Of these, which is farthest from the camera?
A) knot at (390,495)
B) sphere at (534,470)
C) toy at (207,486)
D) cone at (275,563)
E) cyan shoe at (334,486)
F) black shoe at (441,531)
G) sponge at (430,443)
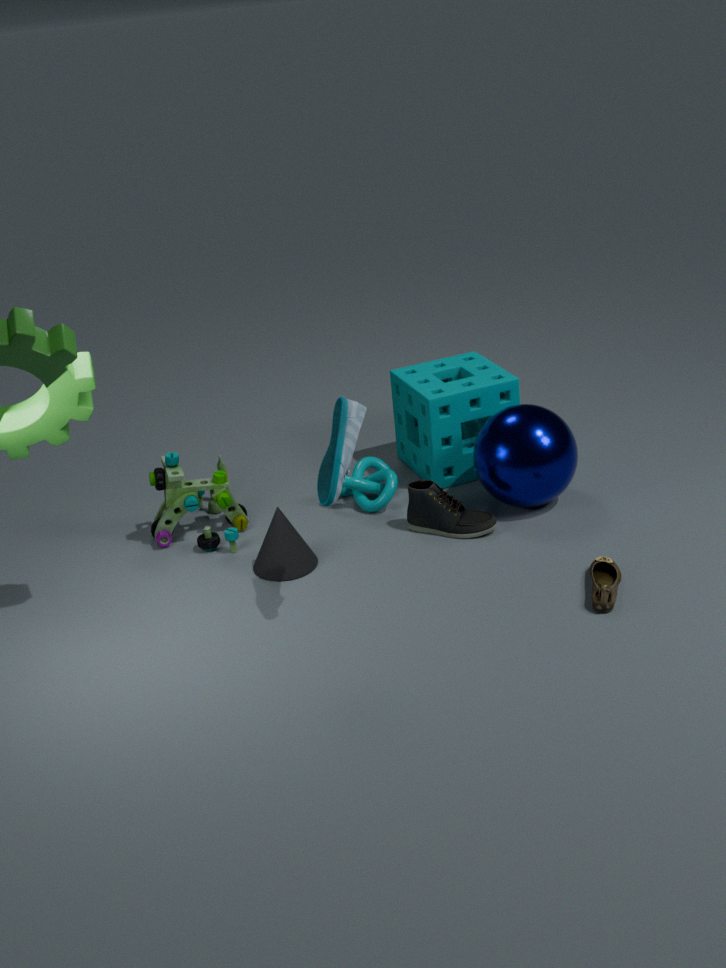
sponge at (430,443)
